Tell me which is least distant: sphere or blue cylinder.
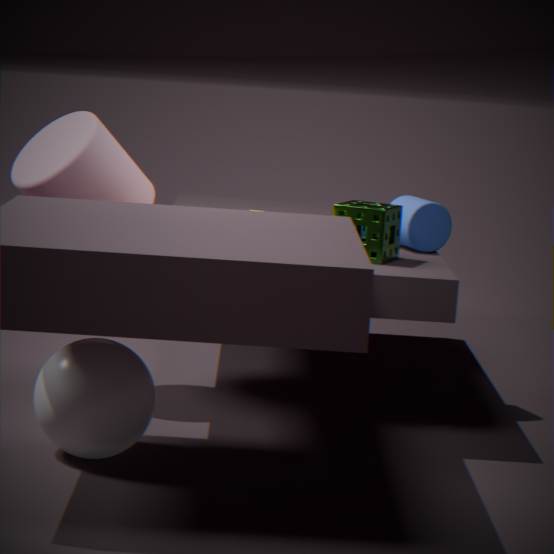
sphere
